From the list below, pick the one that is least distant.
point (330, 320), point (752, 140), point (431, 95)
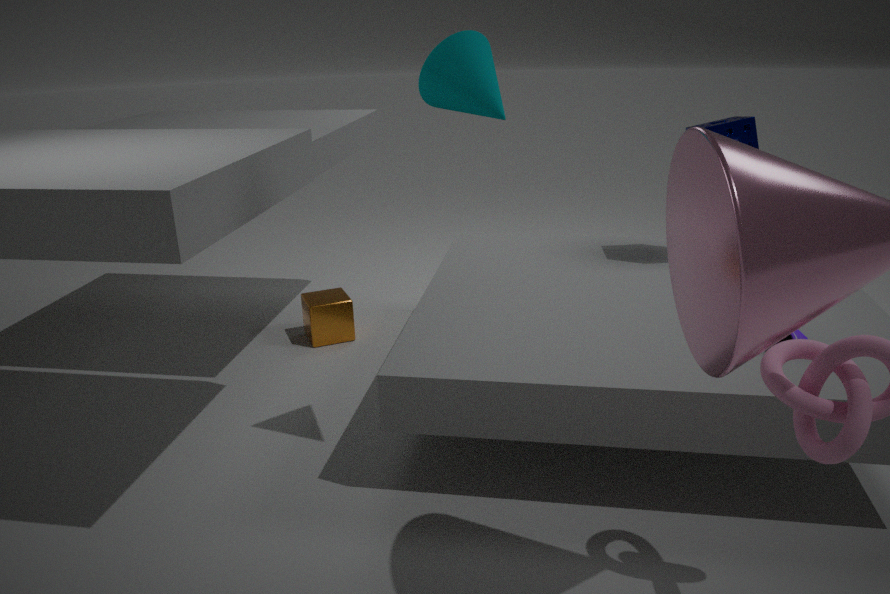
point (431, 95)
